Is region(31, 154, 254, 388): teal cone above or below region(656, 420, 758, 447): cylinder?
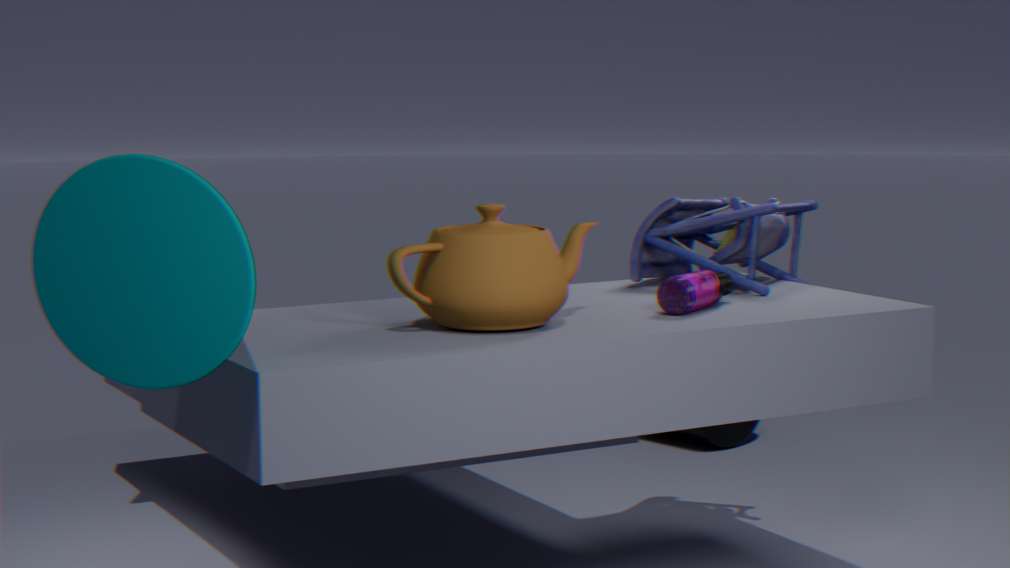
above
